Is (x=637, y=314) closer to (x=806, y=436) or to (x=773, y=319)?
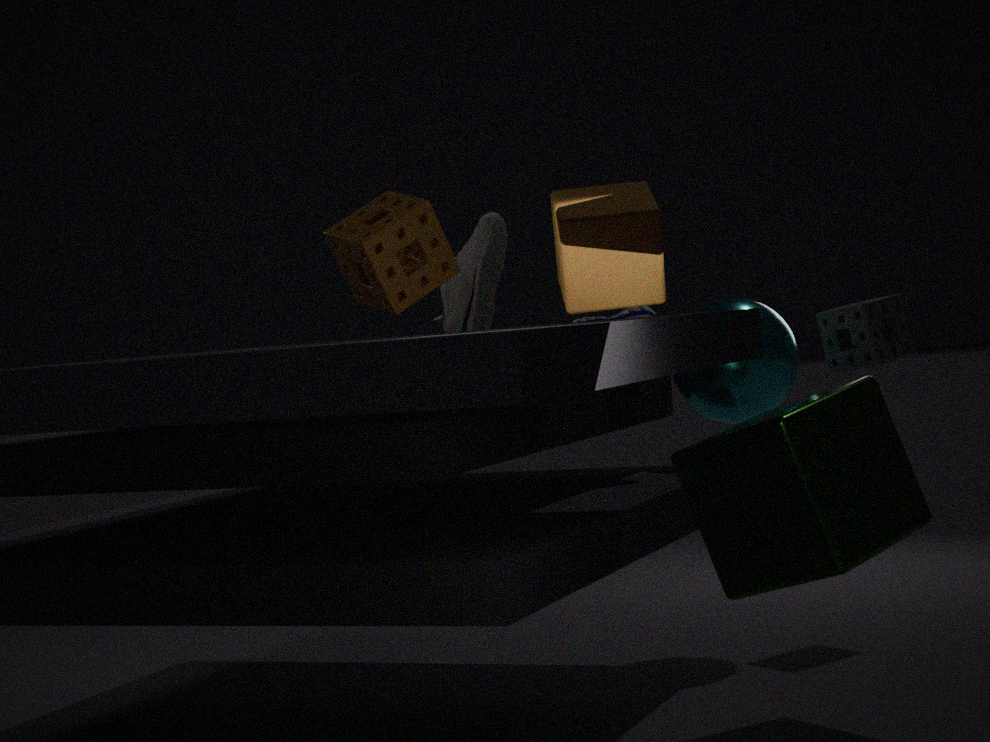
(x=773, y=319)
